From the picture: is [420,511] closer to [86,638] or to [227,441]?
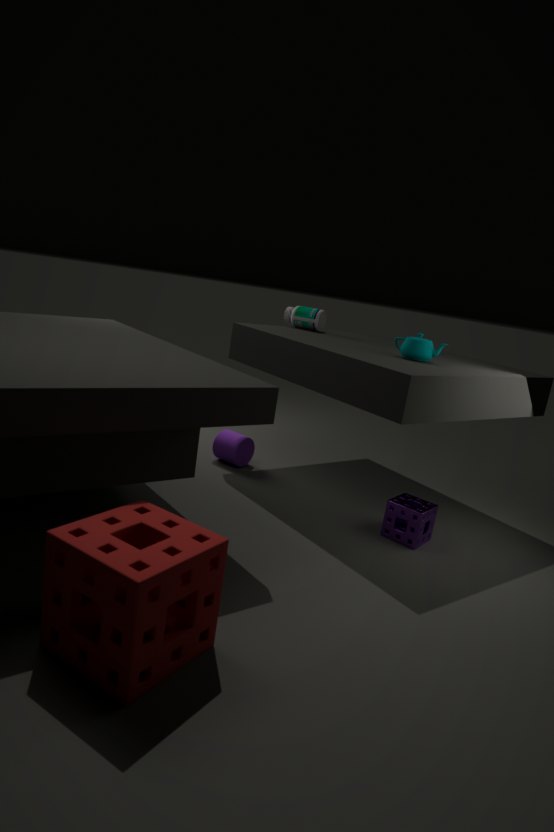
[227,441]
